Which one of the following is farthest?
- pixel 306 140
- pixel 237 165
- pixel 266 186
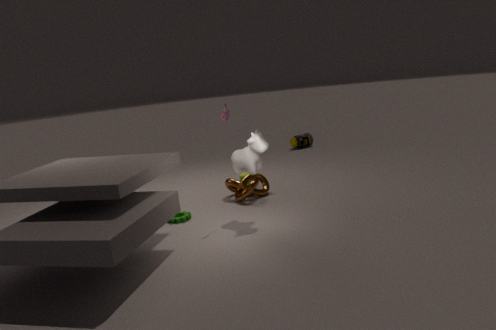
pixel 306 140
